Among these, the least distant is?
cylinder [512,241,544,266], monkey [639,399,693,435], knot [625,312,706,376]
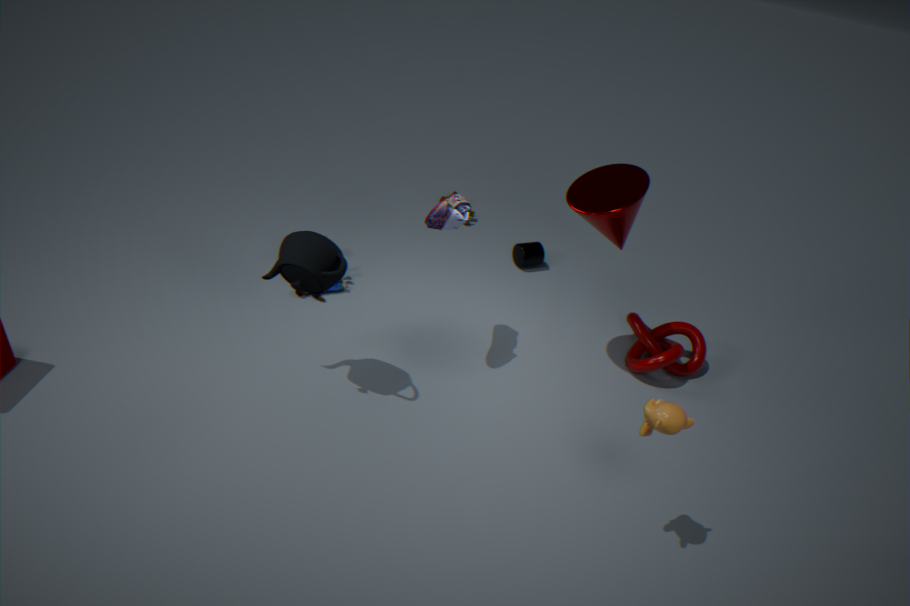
monkey [639,399,693,435]
